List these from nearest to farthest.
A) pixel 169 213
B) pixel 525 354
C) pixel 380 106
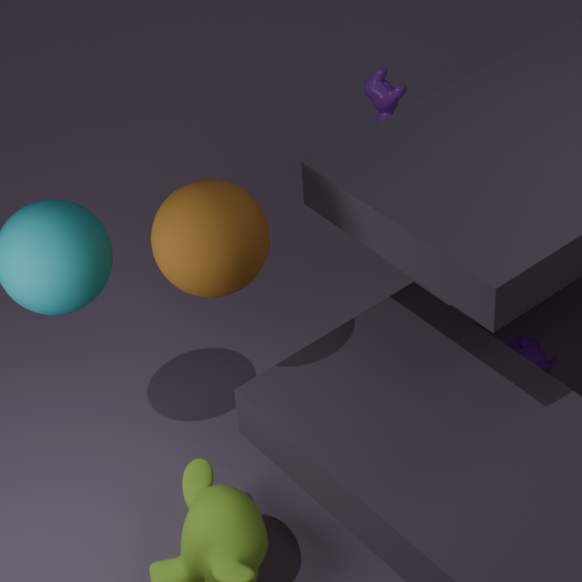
pixel 169 213 → pixel 525 354 → pixel 380 106
